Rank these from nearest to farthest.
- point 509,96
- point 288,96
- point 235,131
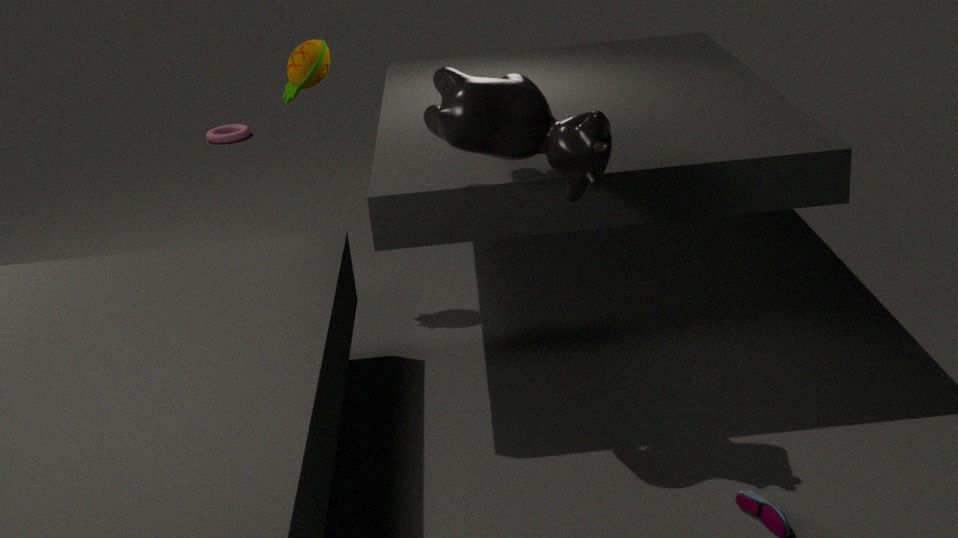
1. point 509,96
2. point 288,96
3. point 235,131
